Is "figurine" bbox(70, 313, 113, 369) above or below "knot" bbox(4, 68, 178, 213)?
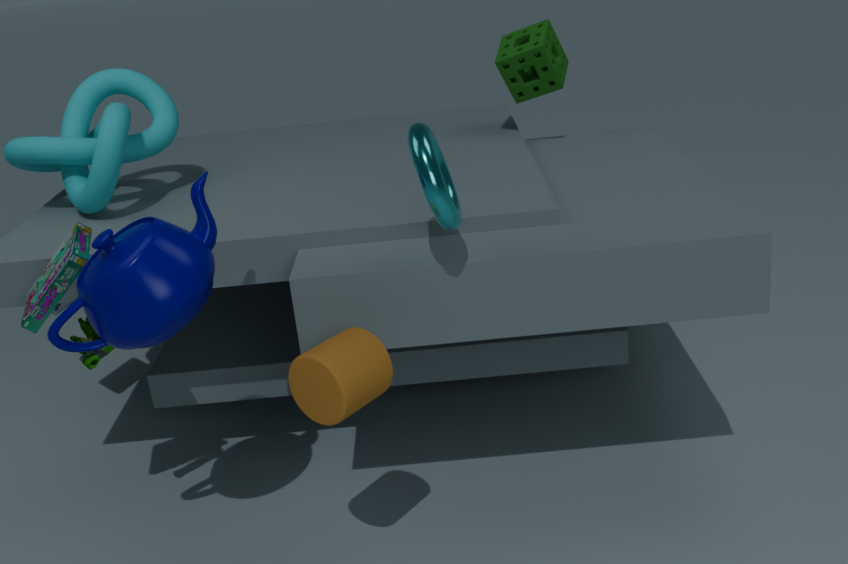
below
